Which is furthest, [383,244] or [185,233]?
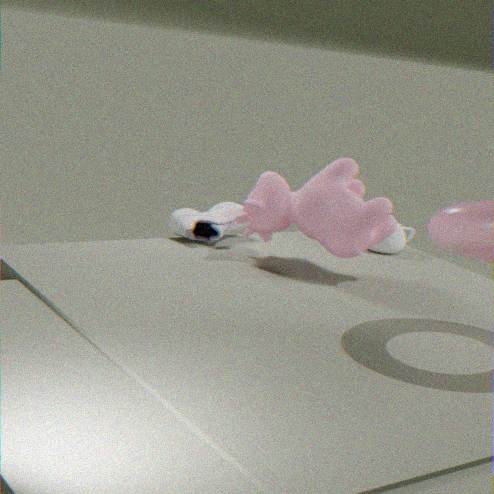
[383,244]
